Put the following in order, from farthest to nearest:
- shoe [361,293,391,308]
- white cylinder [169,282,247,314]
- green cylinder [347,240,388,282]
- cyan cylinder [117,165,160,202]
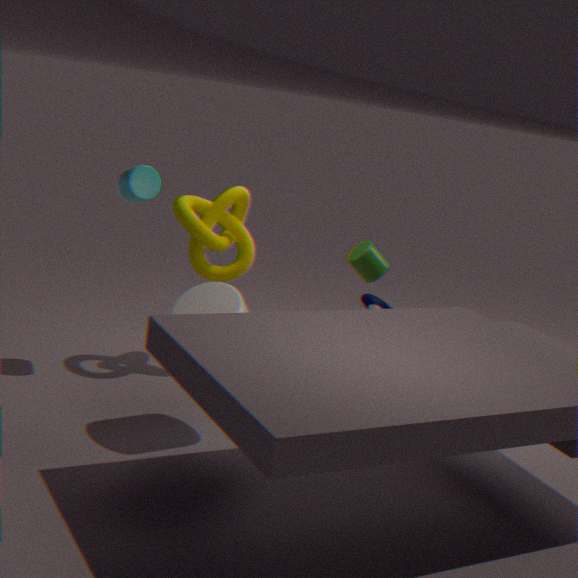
green cylinder [347,240,388,282]
shoe [361,293,391,308]
cyan cylinder [117,165,160,202]
white cylinder [169,282,247,314]
